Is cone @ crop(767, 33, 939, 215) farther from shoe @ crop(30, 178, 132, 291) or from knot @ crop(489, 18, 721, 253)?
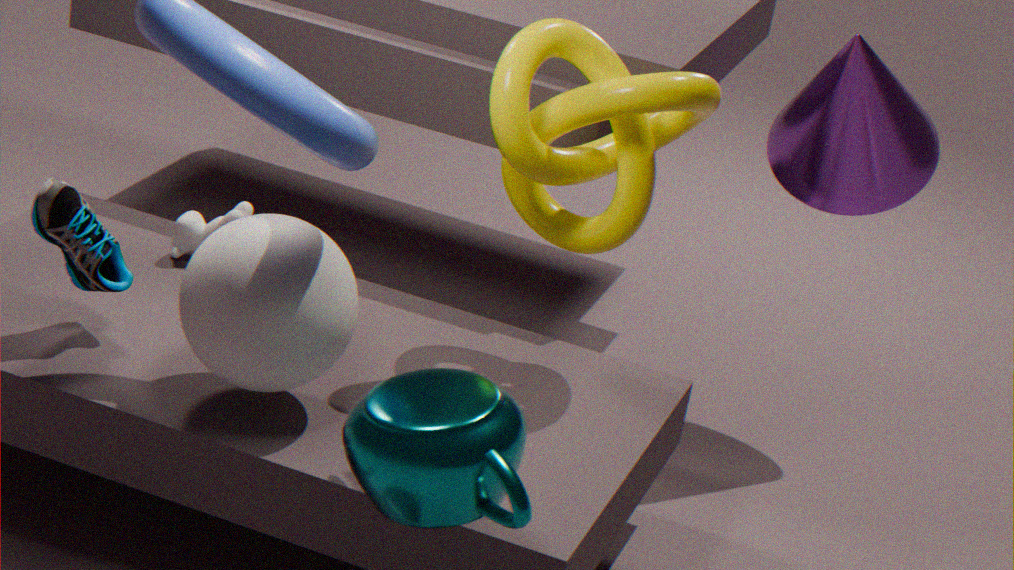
shoe @ crop(30, 178, 132, 291)
